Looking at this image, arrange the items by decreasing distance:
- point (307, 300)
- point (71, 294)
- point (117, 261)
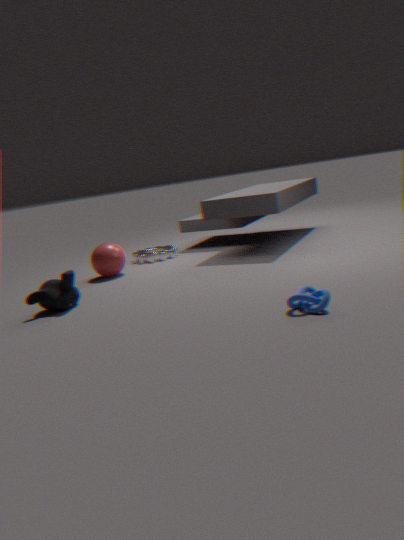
1. point (117, 261)
2. point (71, 294)
3. point (307, 300)
